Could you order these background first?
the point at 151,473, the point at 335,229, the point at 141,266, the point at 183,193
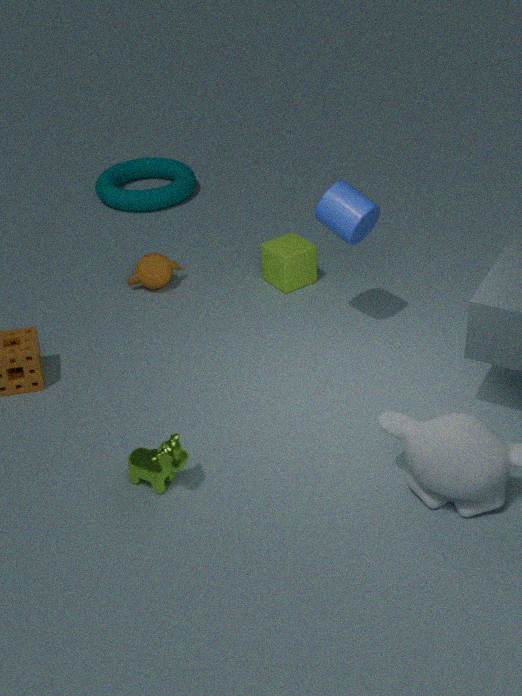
the point at 183,193
the point at 141,266
the point at 335,229
the point at 151,473
